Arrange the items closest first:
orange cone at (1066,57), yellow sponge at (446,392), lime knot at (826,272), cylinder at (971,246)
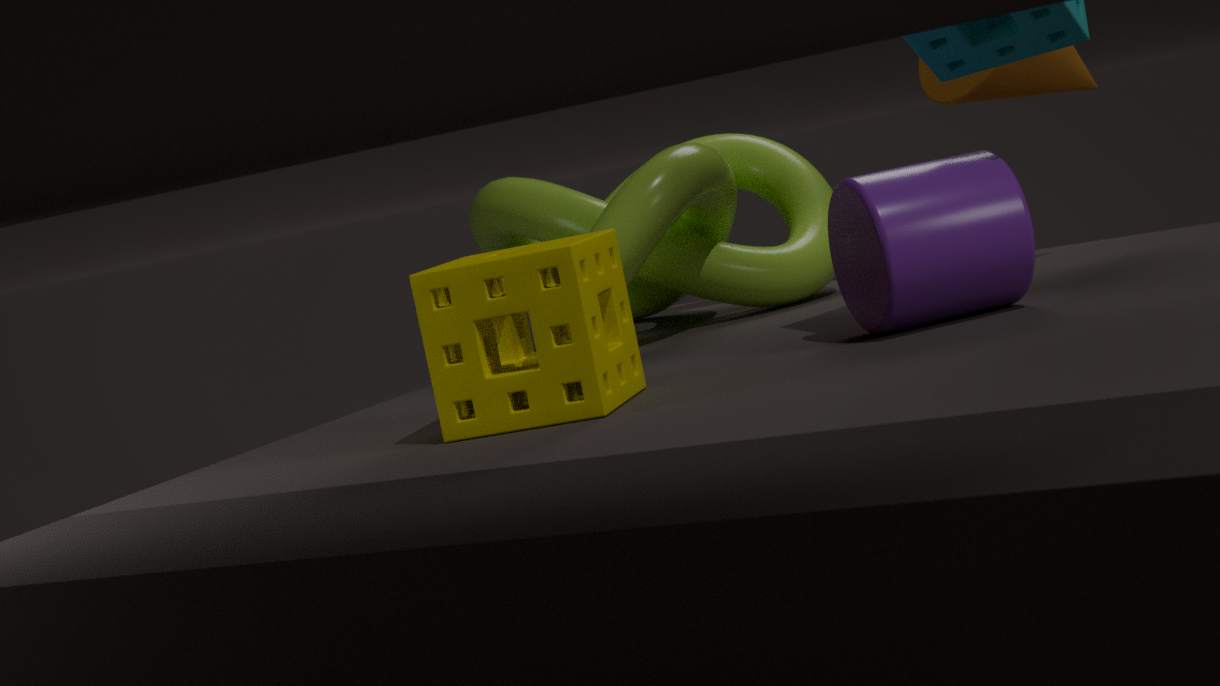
yellow sponge at (446,392), cylinder at (971,246), orange cone at (1066,57), lime knot at (826,272)
